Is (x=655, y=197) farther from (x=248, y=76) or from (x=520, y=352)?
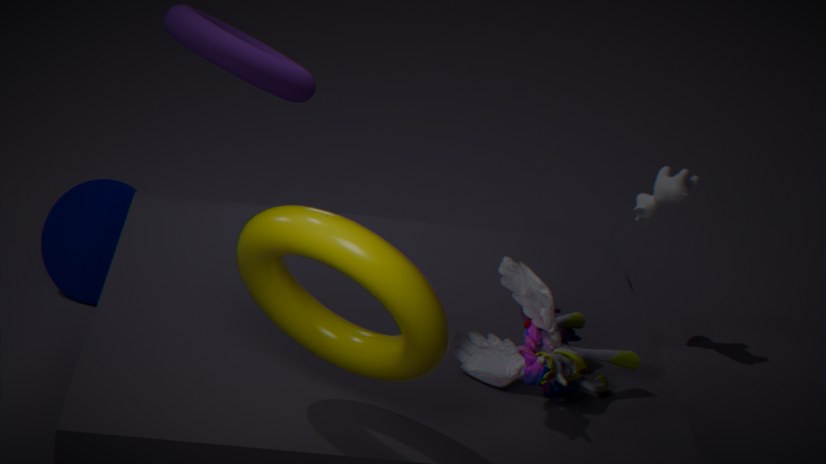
(x=520, y=352)
